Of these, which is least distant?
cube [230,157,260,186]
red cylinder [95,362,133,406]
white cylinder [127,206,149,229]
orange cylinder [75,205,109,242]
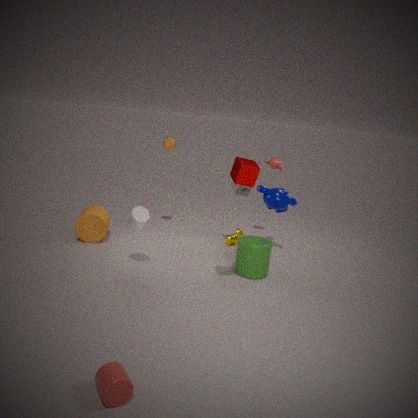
red cylinder [95,362,133,406]
